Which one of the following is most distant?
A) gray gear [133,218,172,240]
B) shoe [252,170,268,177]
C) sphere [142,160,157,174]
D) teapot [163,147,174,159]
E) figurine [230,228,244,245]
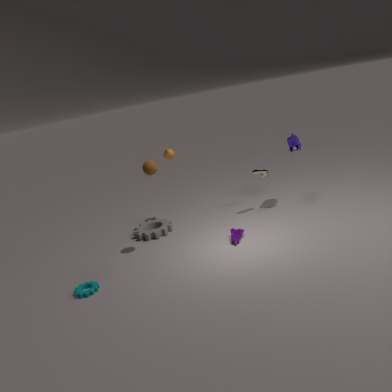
teapot [163,147,174,159]
